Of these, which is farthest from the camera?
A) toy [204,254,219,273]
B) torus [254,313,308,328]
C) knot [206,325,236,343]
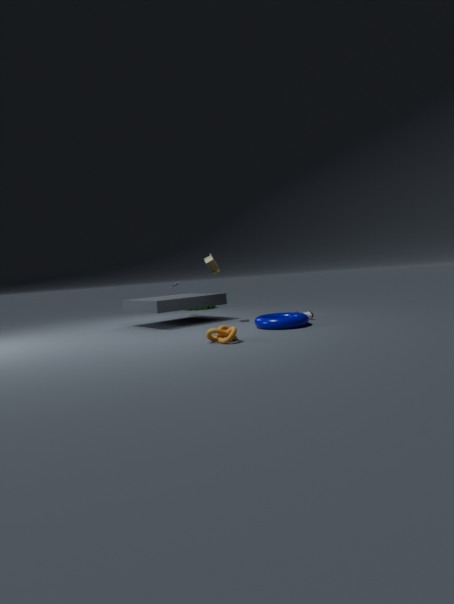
toy [204,254,219,273]
